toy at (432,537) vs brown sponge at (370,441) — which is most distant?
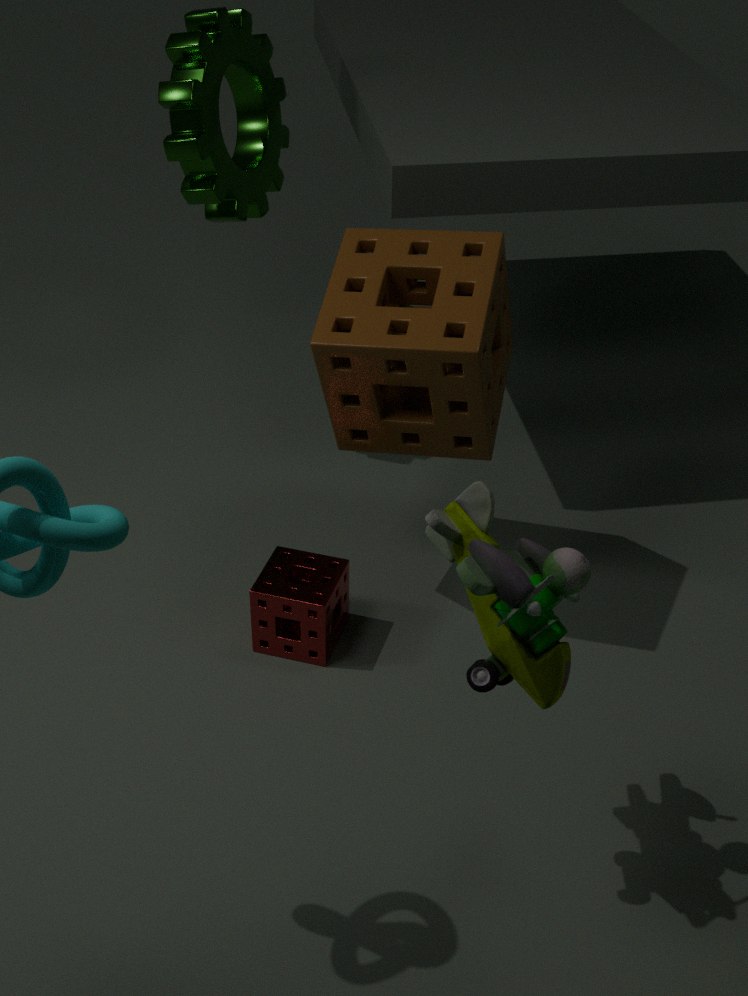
brown sponge at (370,441)
